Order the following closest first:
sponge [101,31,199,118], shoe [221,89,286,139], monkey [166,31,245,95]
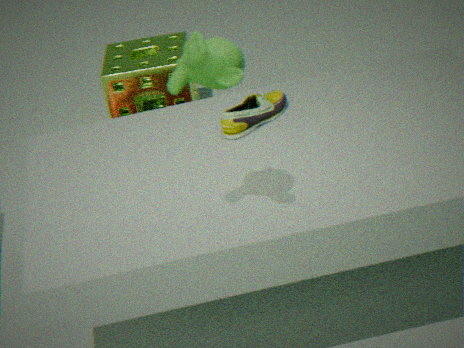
monkey [166,31,245,95] < shoe [221,89,286,139] < sponge [101,31,199,118]
